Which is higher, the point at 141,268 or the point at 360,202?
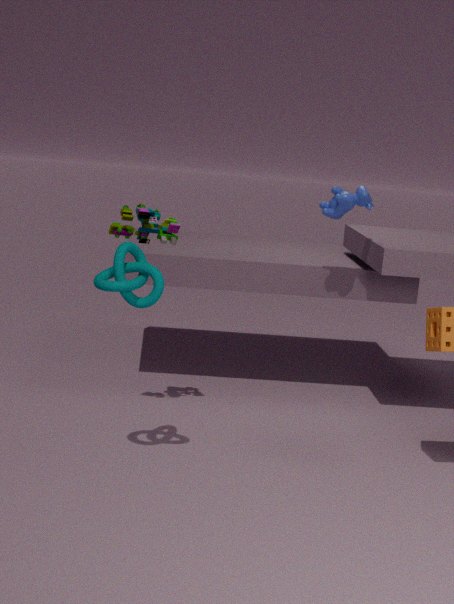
the point at 360,202
